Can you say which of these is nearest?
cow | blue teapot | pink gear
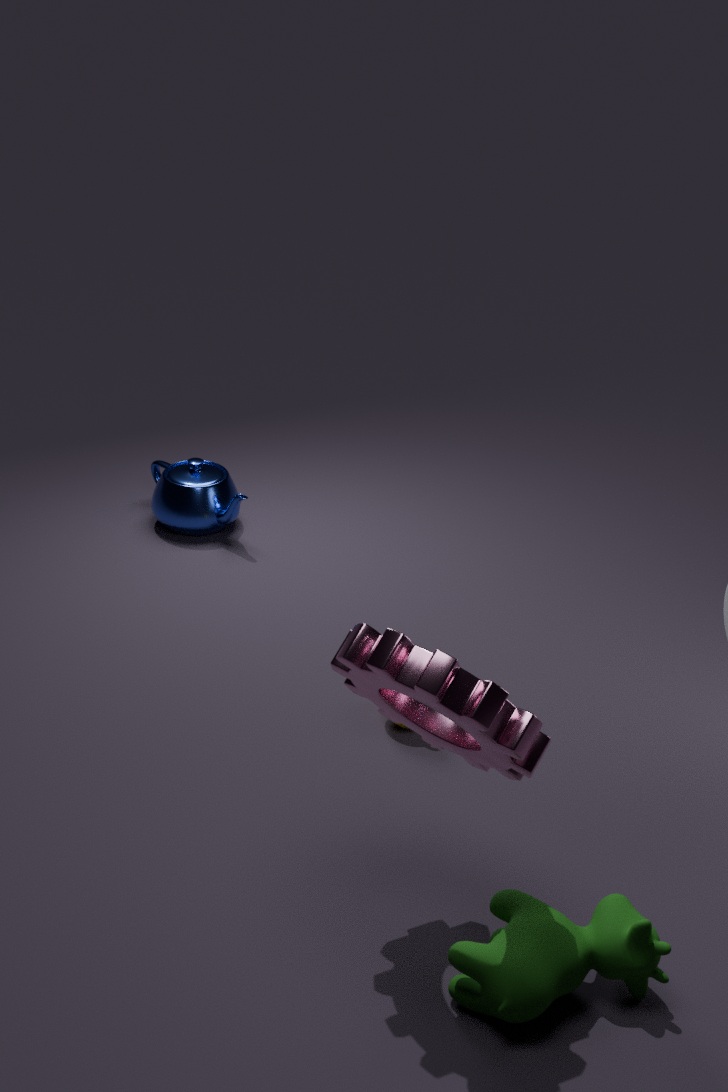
pink gear
